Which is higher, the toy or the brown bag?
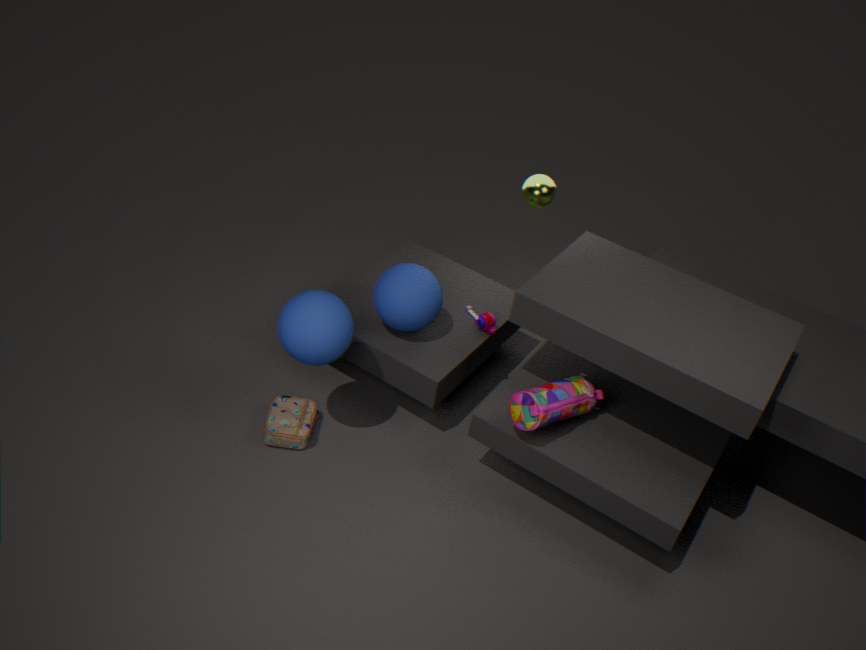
the toy
